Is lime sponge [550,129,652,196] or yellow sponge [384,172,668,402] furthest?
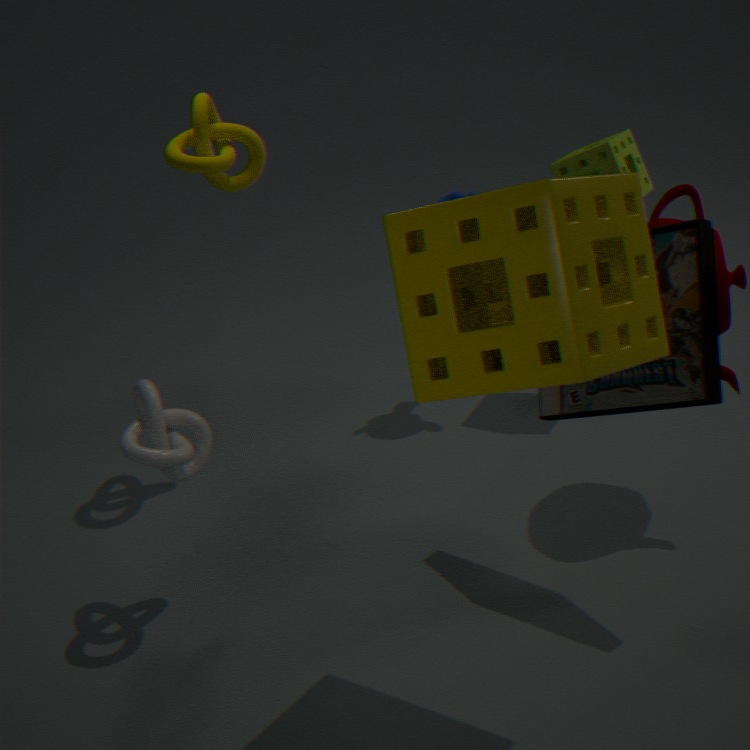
lime sponge [550,129,652,196]
